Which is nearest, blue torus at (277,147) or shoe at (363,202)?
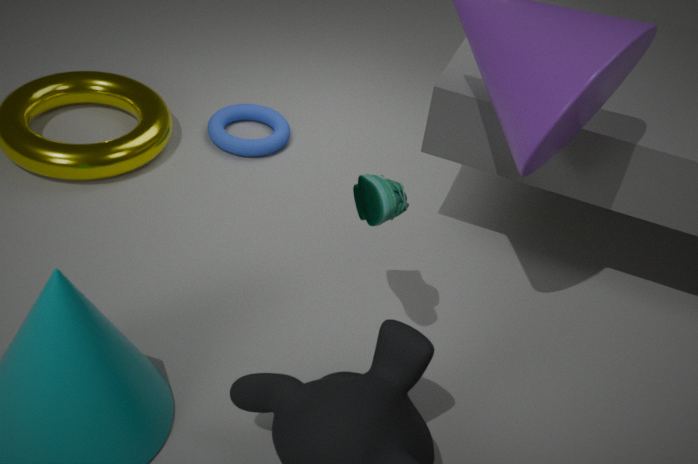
shoe at (363,202)
